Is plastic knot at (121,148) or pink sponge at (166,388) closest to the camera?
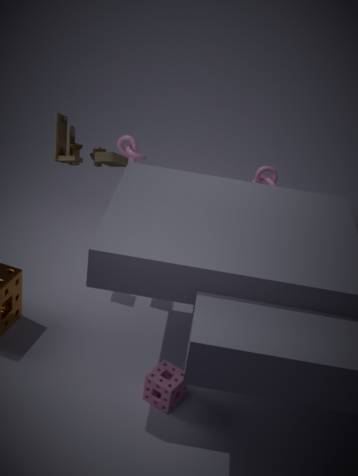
pink sponge at (166,388)
